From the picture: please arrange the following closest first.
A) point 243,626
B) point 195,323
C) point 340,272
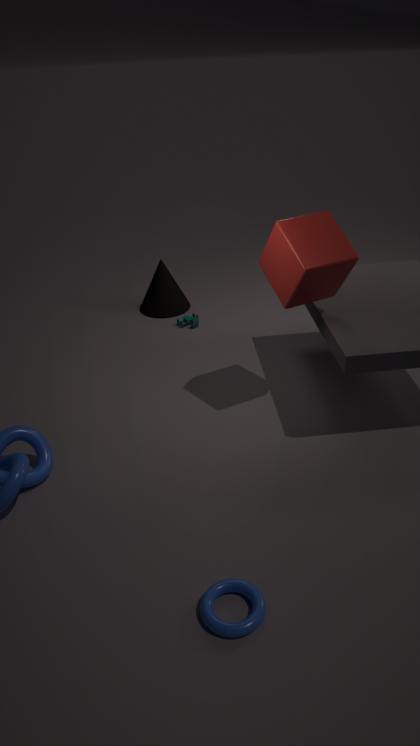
1. point 243,626
2. point 340,272
3. point 195,323
